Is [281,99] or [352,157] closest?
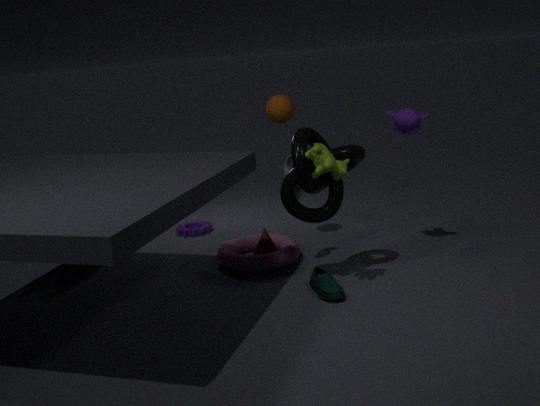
[352,157]
